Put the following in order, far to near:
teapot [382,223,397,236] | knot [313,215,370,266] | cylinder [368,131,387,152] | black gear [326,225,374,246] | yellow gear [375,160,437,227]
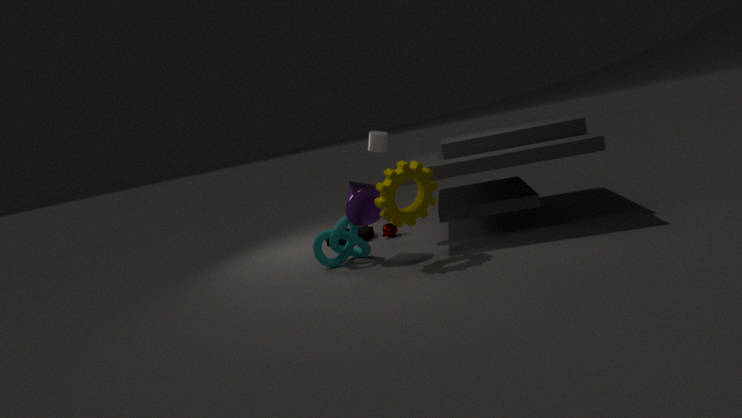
black gear [326,225,374,246], teapot [382,223,397,236], cylinder [368,131,387,152], knot [313,215,370,266], yellow gear [375,160,437,227]
